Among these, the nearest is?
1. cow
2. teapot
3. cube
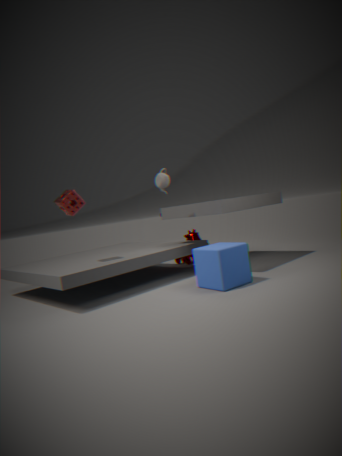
cube
